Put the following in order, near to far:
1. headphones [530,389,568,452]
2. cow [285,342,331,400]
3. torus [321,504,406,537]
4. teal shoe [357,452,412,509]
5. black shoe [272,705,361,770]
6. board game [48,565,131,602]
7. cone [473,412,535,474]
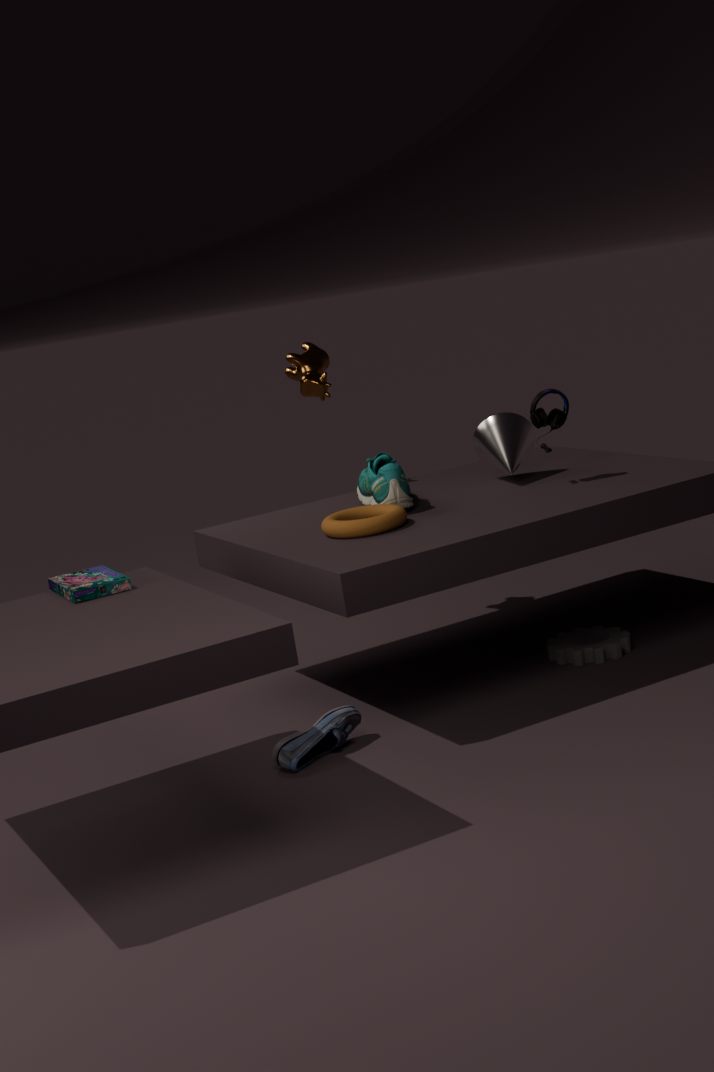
board game [48,565,131,602] → black shoe [272,705,361,770] → torus [321,504,406,537] → teal shoe [357,452,412,509] → headphones [530,389,568,452] → cone [473,412,535,474] → cow [285,342,331,400]
